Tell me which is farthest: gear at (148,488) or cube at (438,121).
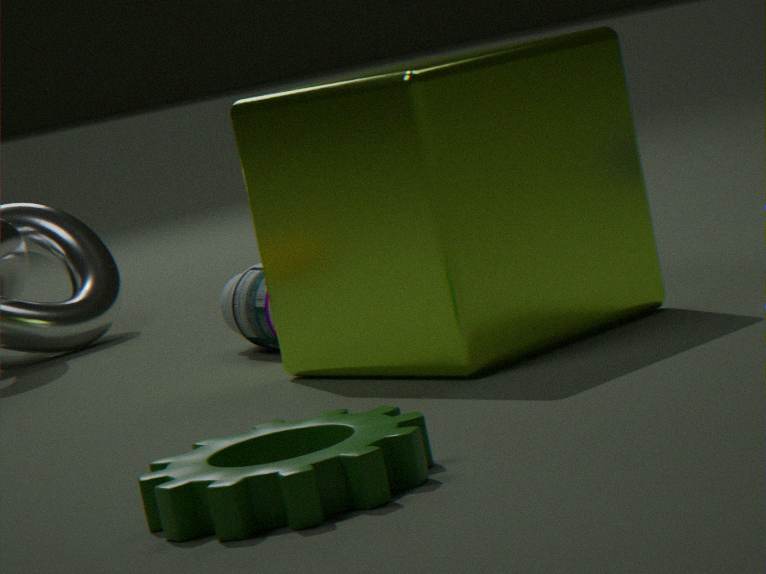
cube at (438,121)
